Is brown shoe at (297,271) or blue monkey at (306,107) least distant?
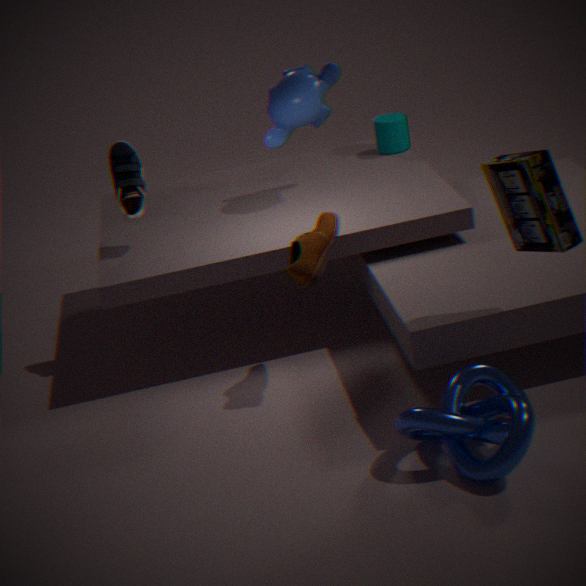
brown shoe at (297,271)
